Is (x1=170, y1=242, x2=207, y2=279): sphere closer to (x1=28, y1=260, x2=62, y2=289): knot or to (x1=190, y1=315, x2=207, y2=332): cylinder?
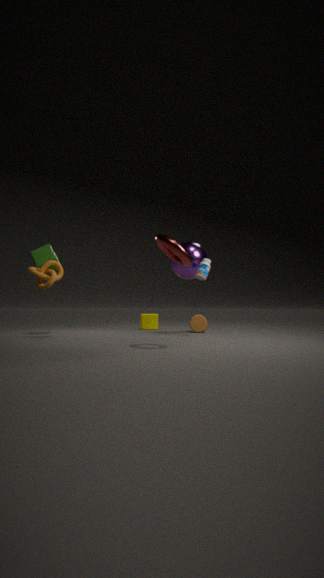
(x1=190, y1=315, x2=207, y2=332): cylinder
